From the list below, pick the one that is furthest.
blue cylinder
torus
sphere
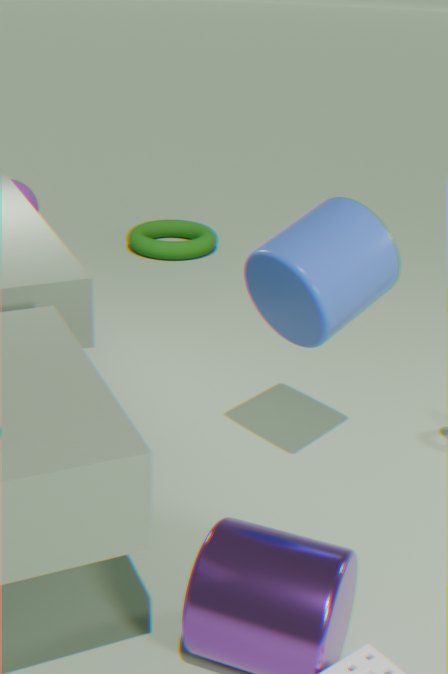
sphere
